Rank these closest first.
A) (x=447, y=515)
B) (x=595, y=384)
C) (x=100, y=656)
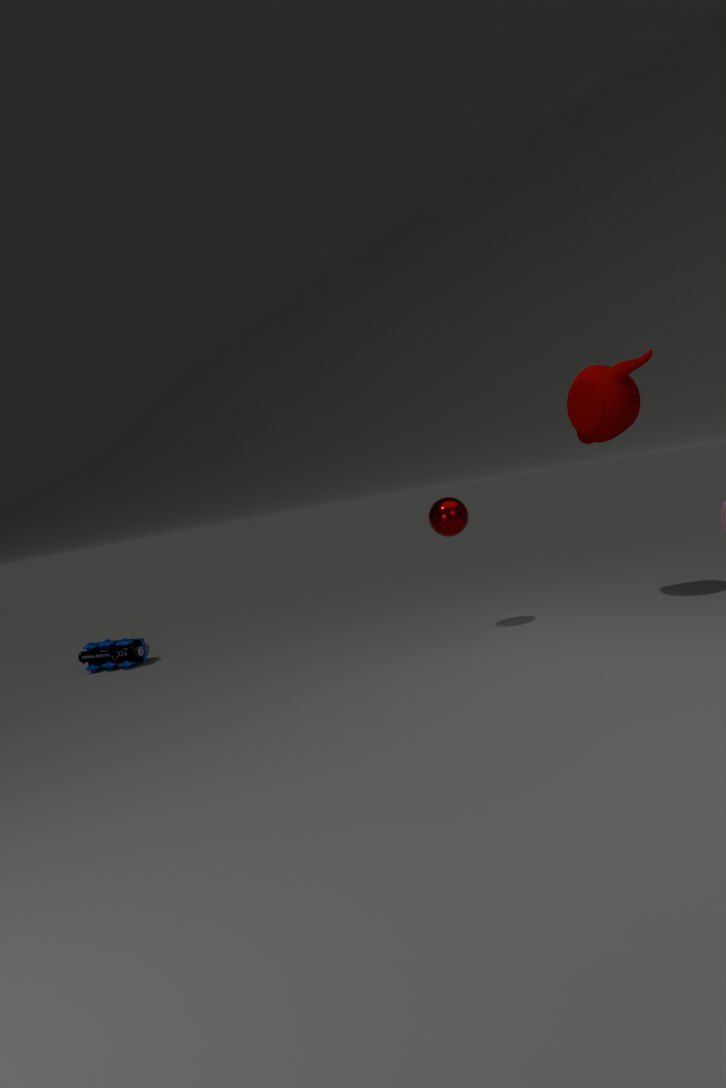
(x=595, y=384) < (x=447, y=515) < (x=100, y=656)
